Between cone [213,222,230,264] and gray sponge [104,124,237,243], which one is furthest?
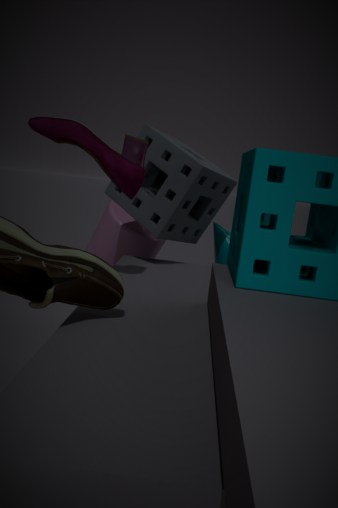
cone [213,222,230,264]
